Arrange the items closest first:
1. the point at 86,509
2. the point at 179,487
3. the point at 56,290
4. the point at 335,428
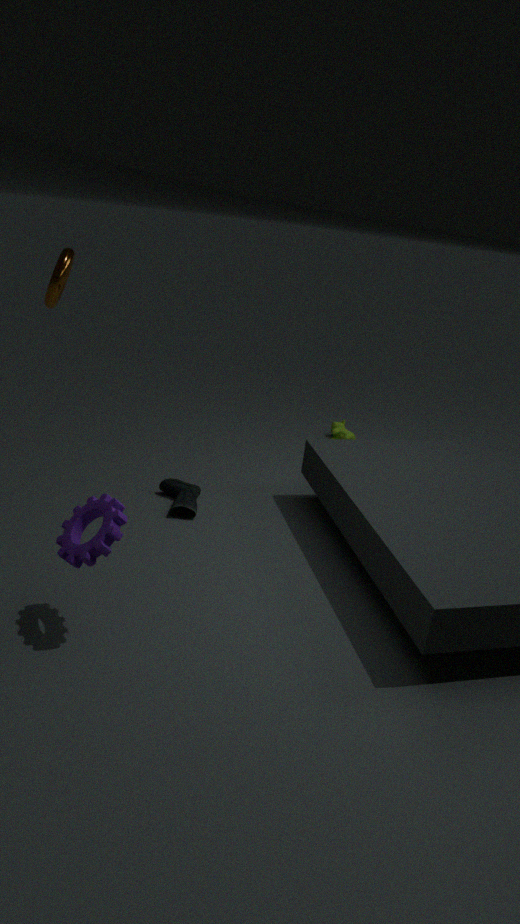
the point at 86,509
the point at 56,290
the point at 179,487
the point at 335,428
